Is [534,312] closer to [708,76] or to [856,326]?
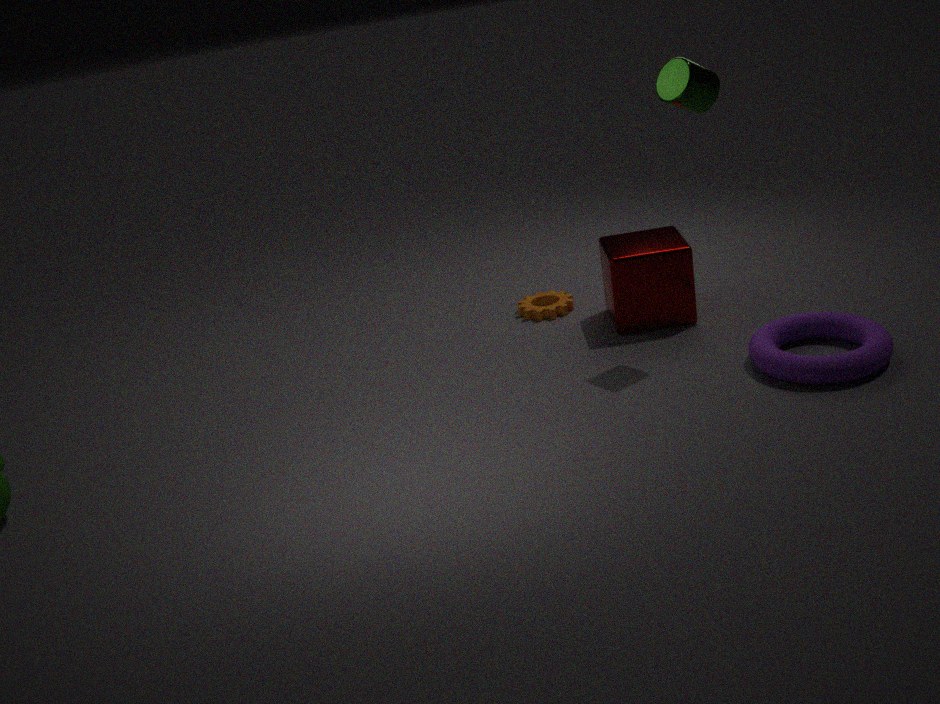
[708,76]
